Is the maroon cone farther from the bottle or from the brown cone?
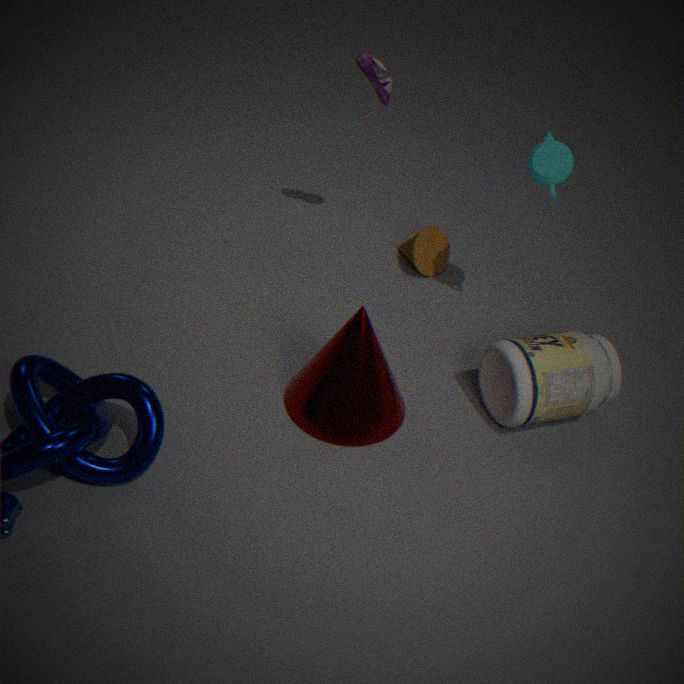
the brown cone
